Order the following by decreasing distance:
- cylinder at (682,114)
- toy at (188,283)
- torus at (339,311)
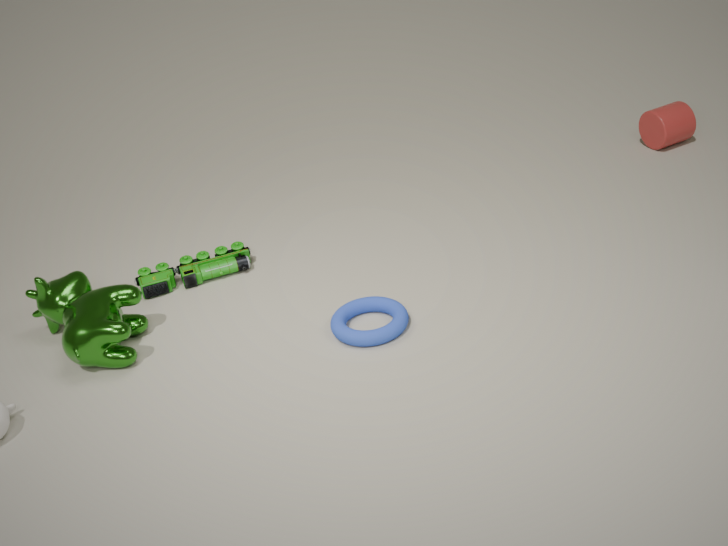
cylinder at (682,114), toy at (188,283), torus at (339,311)
